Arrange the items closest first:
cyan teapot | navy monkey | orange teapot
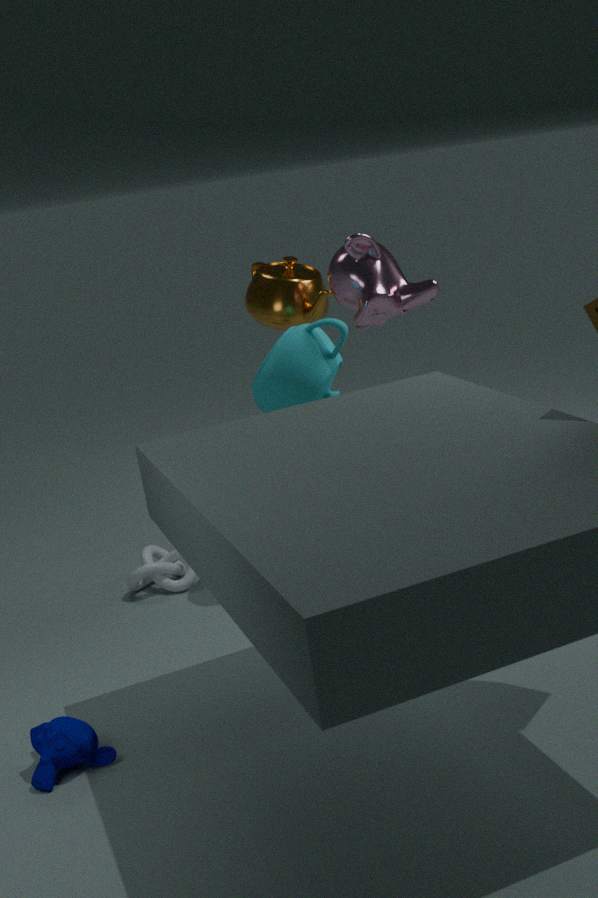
navy monkey, cyan teapot, orange teapot
